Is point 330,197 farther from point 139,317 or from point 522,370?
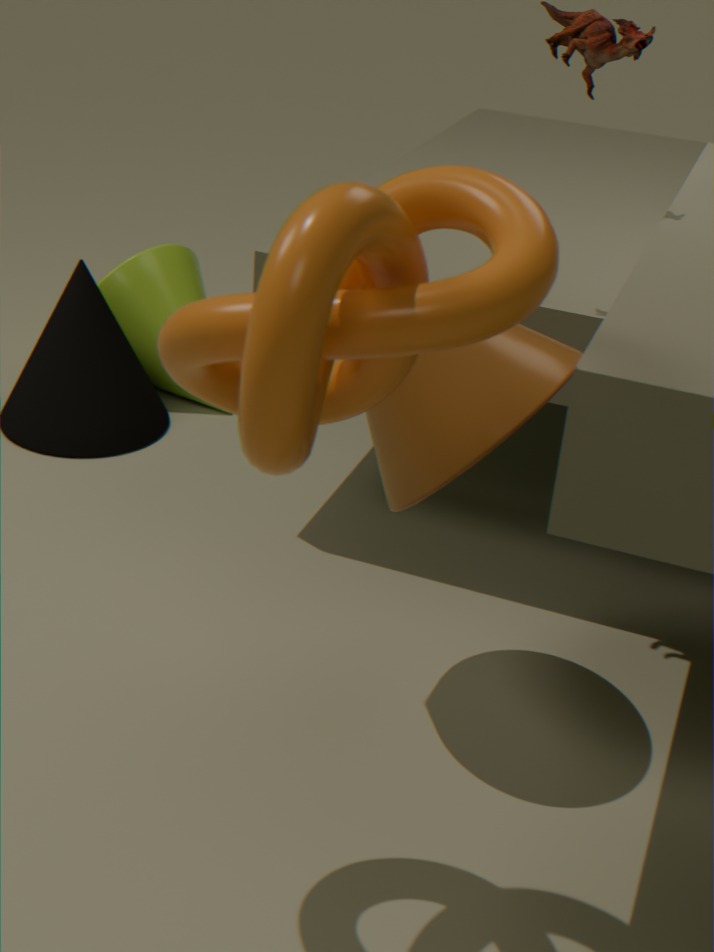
point 139,317
